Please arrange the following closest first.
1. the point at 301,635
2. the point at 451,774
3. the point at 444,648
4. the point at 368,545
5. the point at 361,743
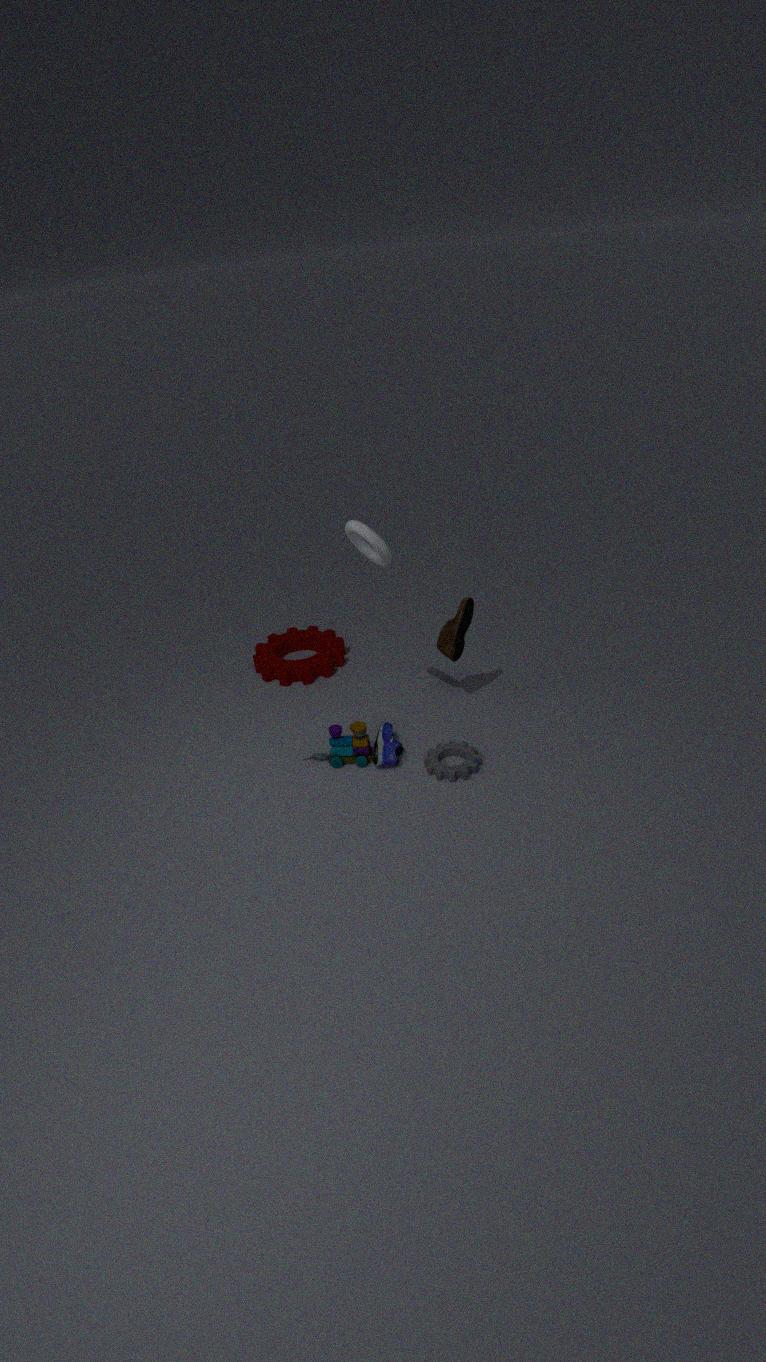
the point at 368,545, the point at 451,774, the point at 361,743, the point at 444,648, the point at 301,635
